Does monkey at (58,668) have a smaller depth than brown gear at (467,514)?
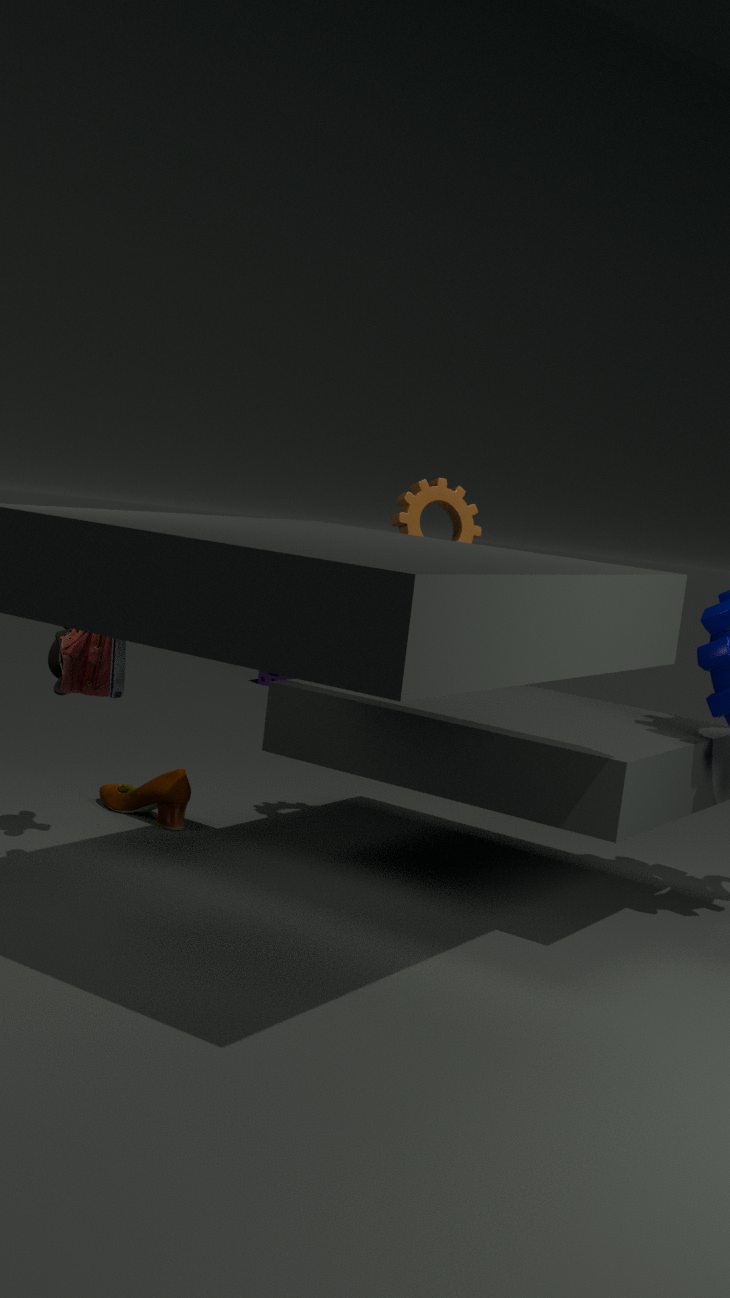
Yes
